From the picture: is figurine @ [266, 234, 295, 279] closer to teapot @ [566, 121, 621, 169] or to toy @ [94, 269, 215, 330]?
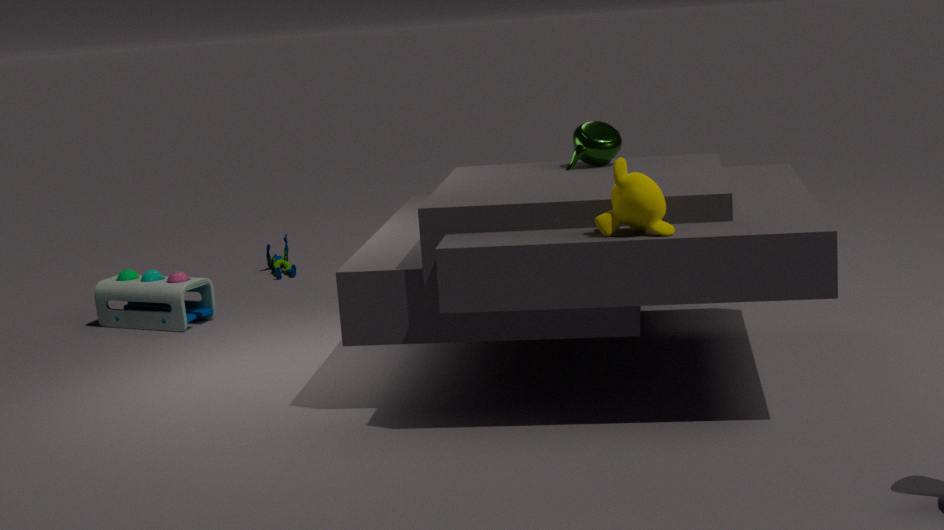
toy @ [94, 269, 215, 330]
